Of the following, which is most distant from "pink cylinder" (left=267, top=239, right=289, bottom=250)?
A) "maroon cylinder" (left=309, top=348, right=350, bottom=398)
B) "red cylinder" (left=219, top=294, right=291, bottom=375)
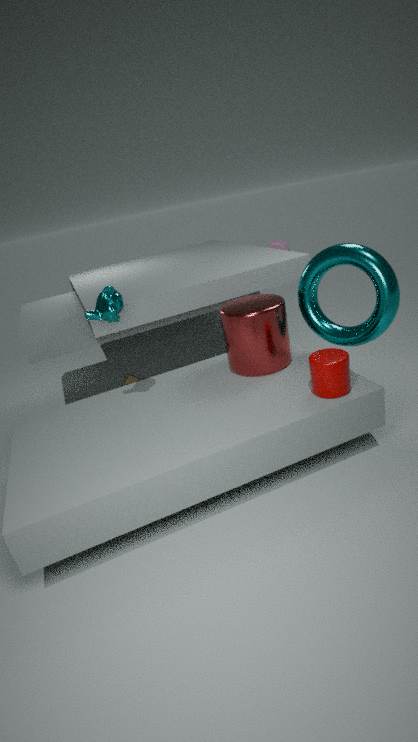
"maroon cylinder" (left=309, top=348, right=350, bottom=398)
